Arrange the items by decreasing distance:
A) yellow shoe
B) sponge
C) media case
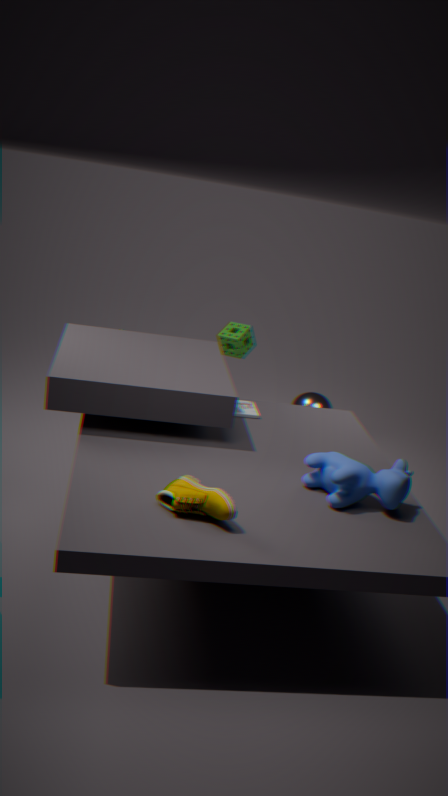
sponge → media case → yellow shoe
